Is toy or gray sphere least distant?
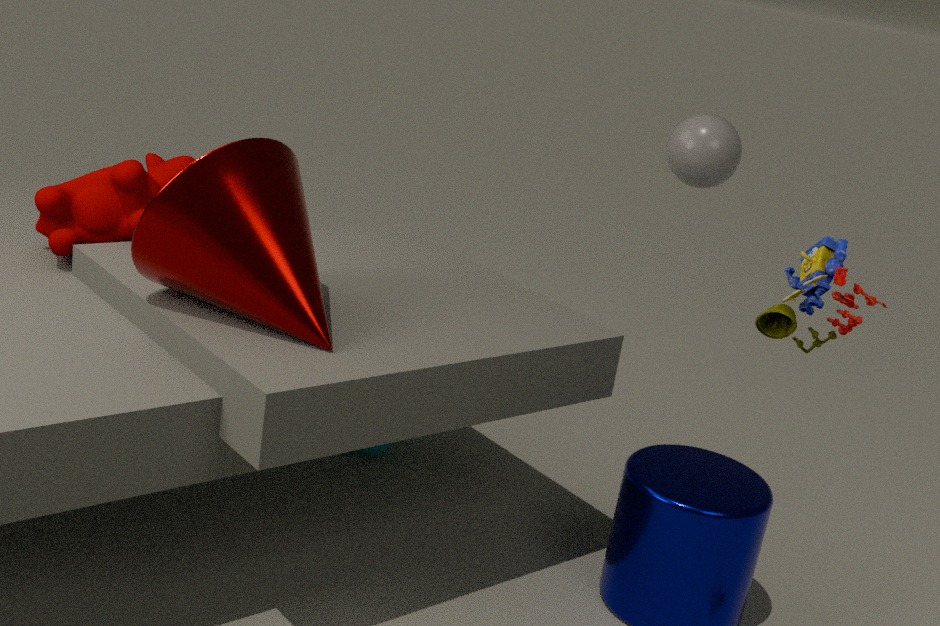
toy
